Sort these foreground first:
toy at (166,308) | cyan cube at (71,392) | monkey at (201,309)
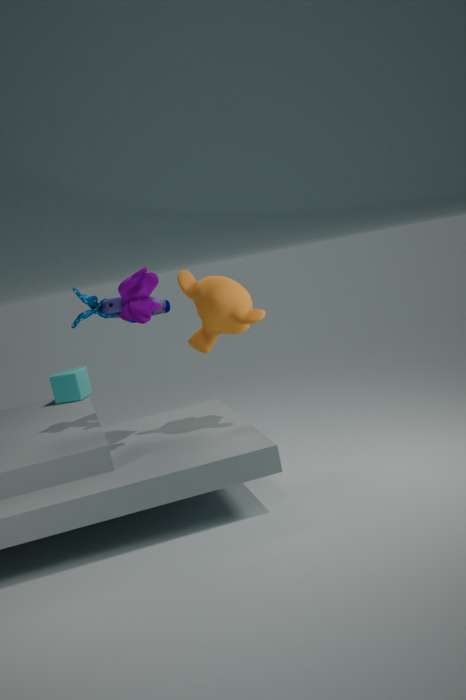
toy at (166,308) → monkey at (201,309) → cyan cube at (71,392)
